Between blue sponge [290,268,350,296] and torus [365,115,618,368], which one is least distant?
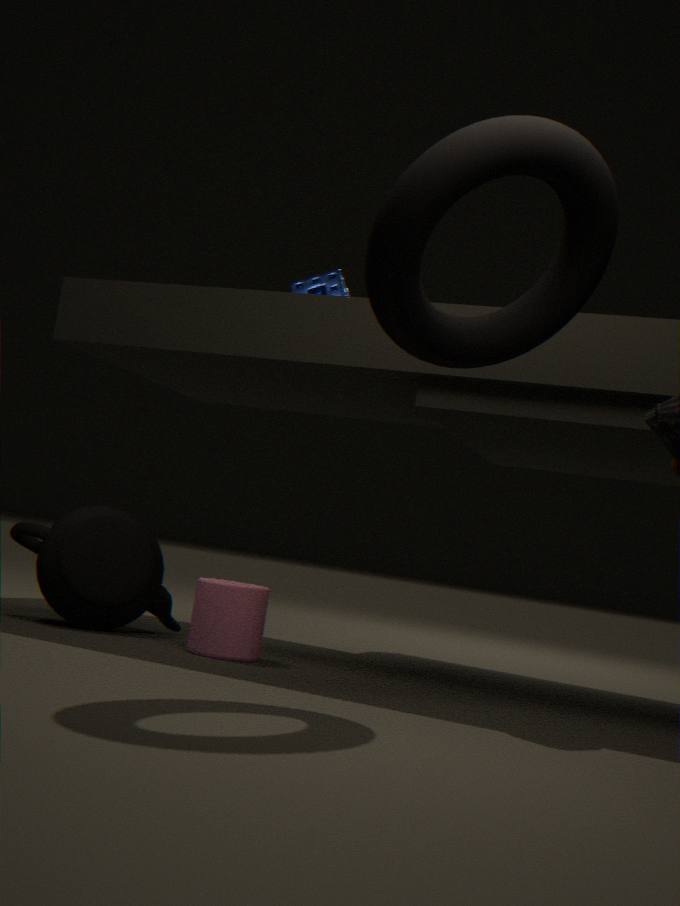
torus [365,115,618,368]
